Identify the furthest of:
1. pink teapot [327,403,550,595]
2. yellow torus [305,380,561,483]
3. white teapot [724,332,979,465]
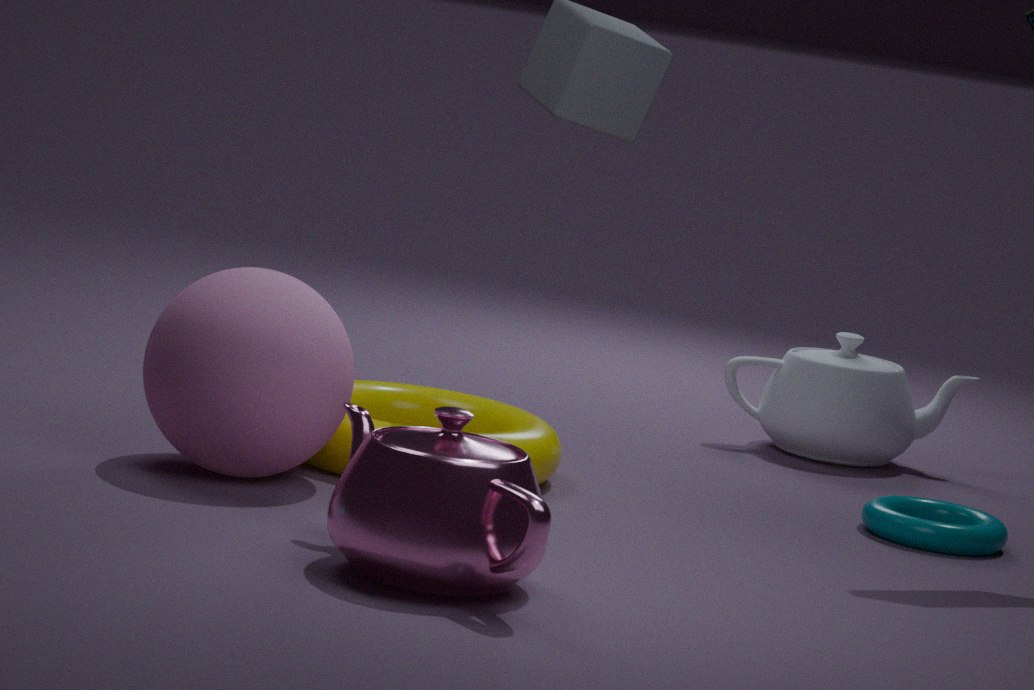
white teapot [724,332,979,465]
